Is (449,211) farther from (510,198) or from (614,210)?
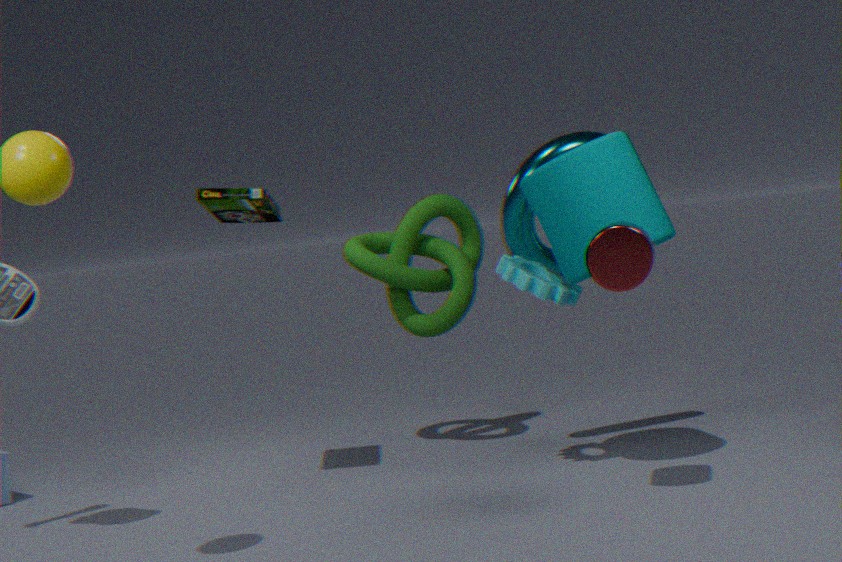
(614,210)
